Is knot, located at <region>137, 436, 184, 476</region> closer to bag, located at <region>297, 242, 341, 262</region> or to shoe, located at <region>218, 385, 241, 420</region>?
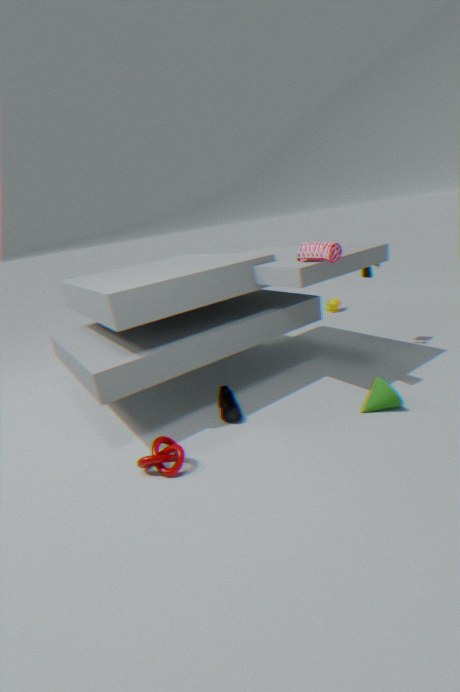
shoe, located at <region>218, 385, 241, 420</region>
